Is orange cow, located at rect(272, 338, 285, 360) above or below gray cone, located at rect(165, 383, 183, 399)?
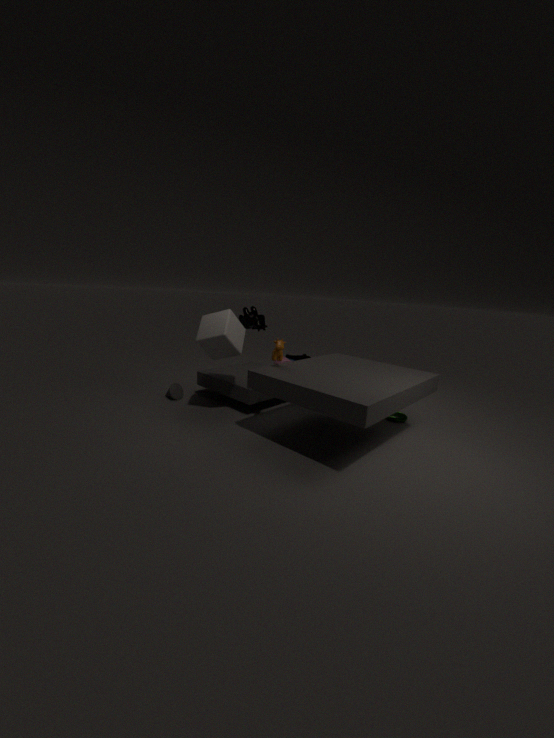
above
